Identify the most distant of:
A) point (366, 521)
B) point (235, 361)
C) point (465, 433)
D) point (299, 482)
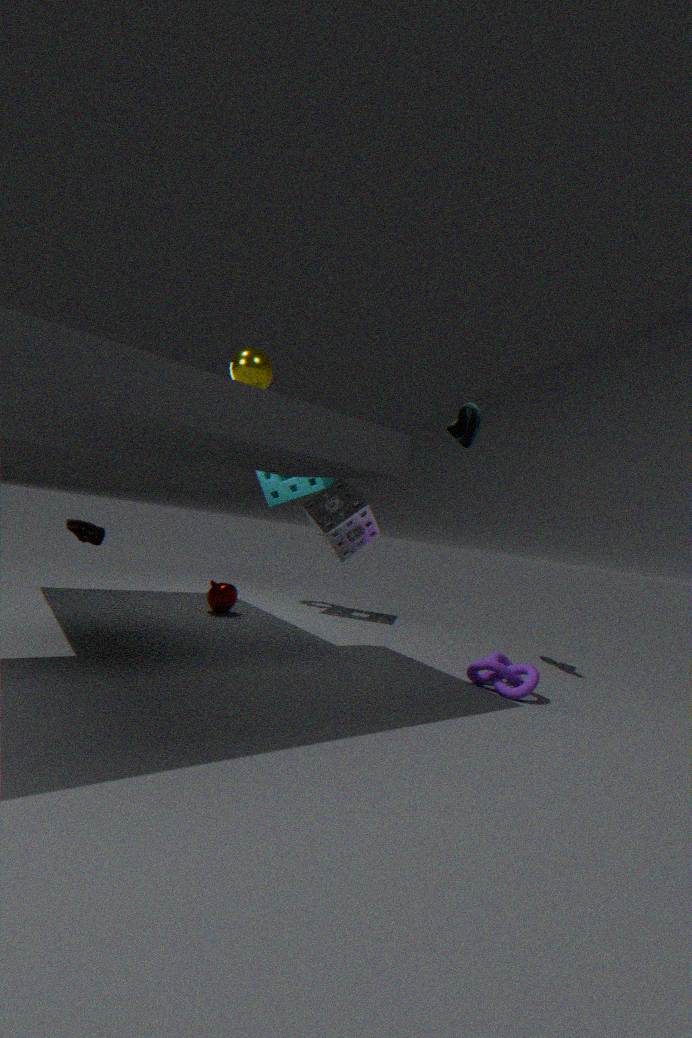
point (299, 482)
